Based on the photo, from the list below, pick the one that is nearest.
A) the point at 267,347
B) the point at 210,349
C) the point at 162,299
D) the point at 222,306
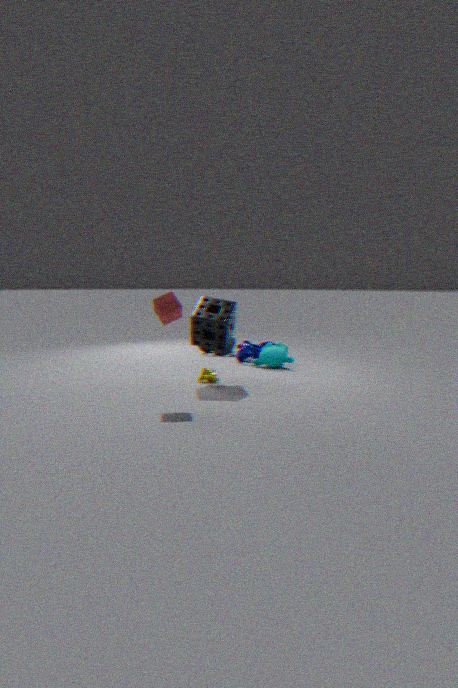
the point at 162,299
